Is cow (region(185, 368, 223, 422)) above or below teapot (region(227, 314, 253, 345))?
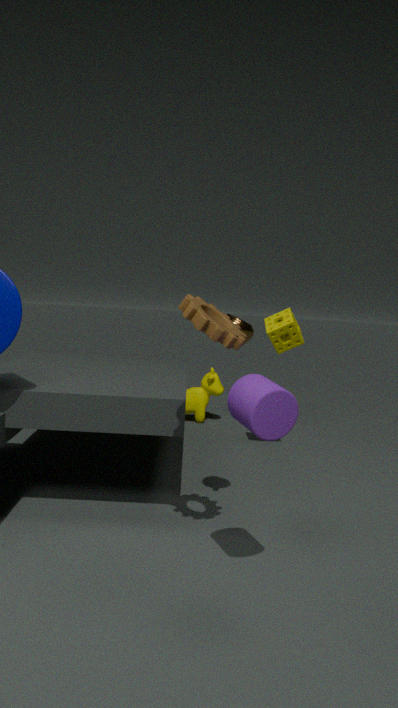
below
